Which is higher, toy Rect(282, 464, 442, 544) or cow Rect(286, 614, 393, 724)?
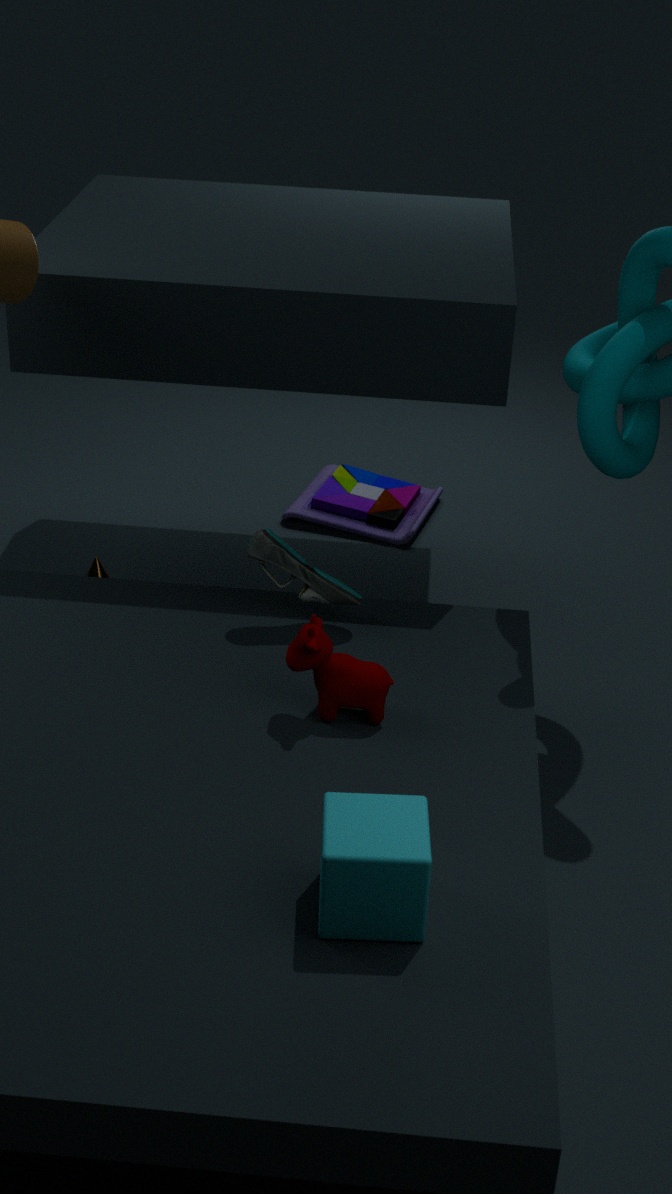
cow Rect(286, 614, 393, 724)
